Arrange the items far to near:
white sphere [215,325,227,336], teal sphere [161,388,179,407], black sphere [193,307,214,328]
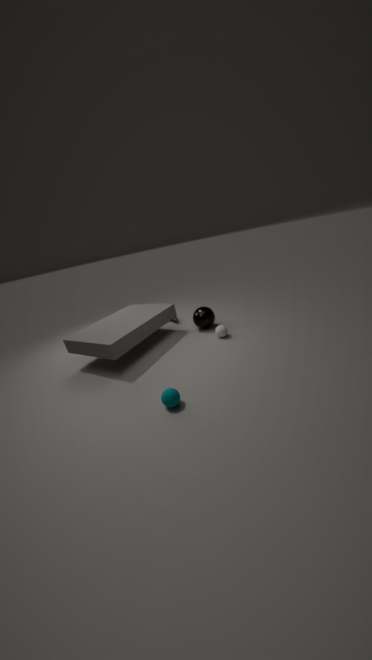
black sphere [193,307,214,328]
white sphere [215,325,227,336]
teal sphere [161,388,179,407]
